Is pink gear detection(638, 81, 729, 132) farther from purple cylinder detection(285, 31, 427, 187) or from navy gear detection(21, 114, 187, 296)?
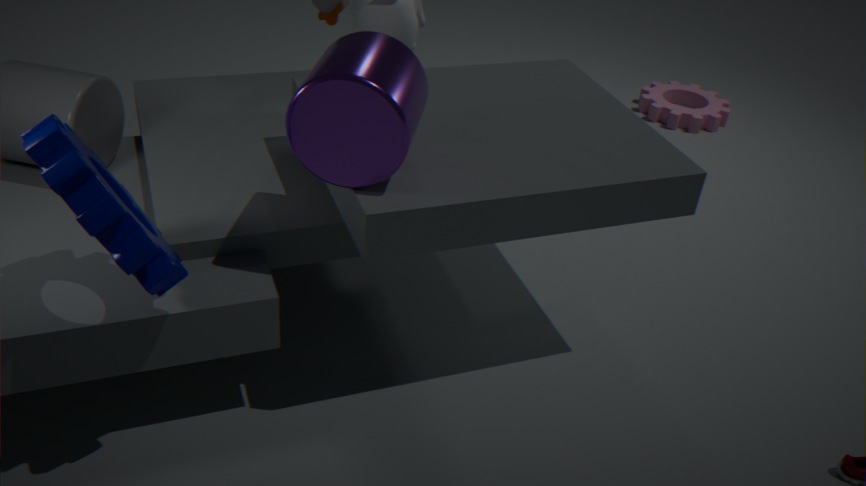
navy gear detection(21, 114, 187, 296)
